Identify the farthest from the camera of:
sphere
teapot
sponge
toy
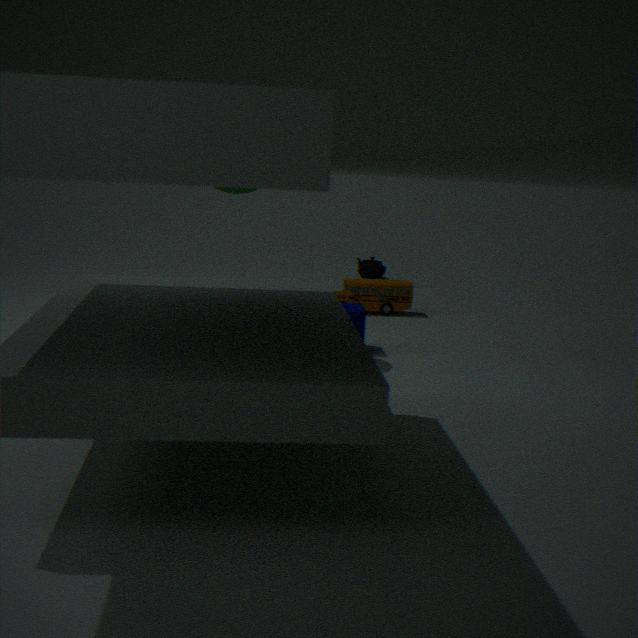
teapot
